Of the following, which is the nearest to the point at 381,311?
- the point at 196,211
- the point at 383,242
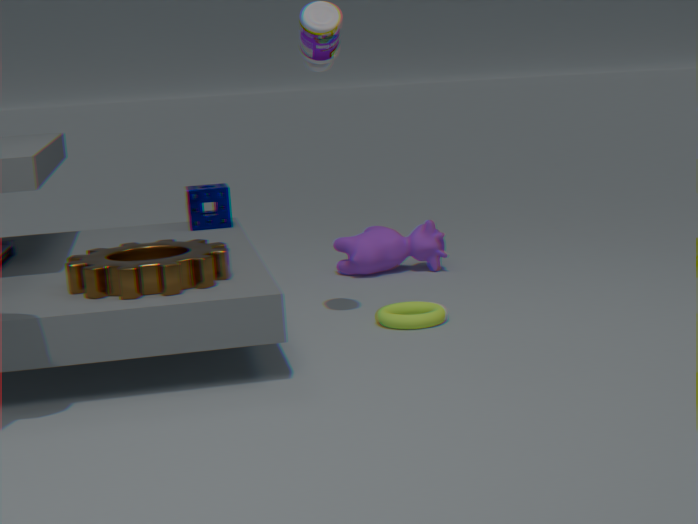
the point at 383,242
